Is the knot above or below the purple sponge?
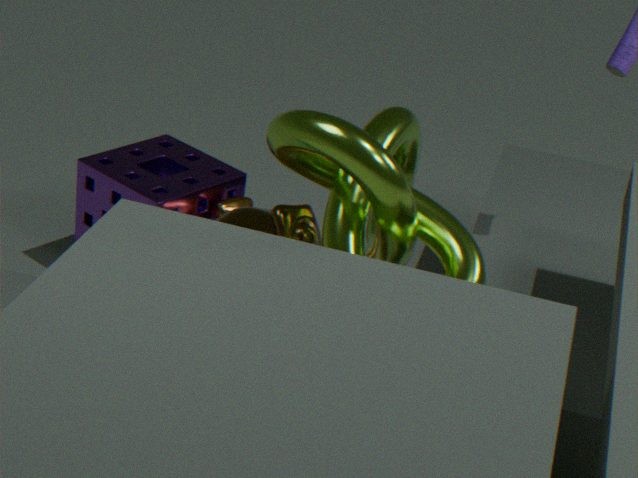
above
